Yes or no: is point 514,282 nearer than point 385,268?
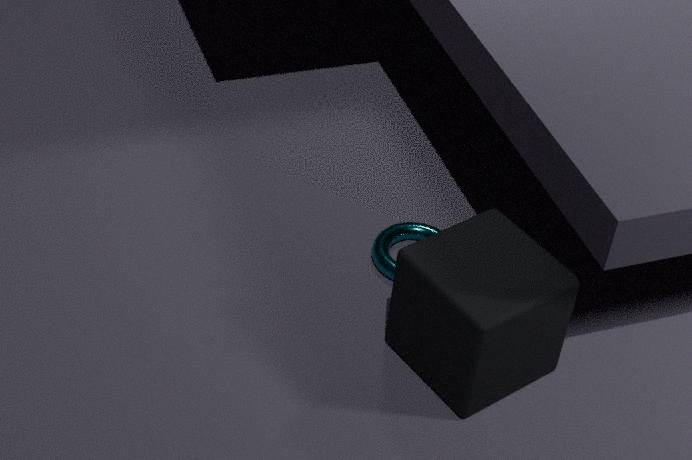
Yes
